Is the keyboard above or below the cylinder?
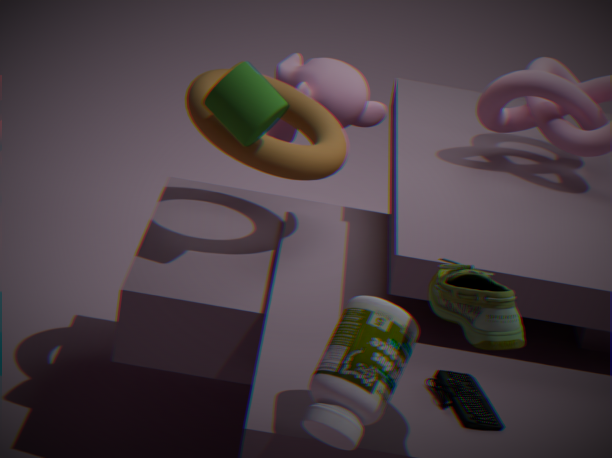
below
